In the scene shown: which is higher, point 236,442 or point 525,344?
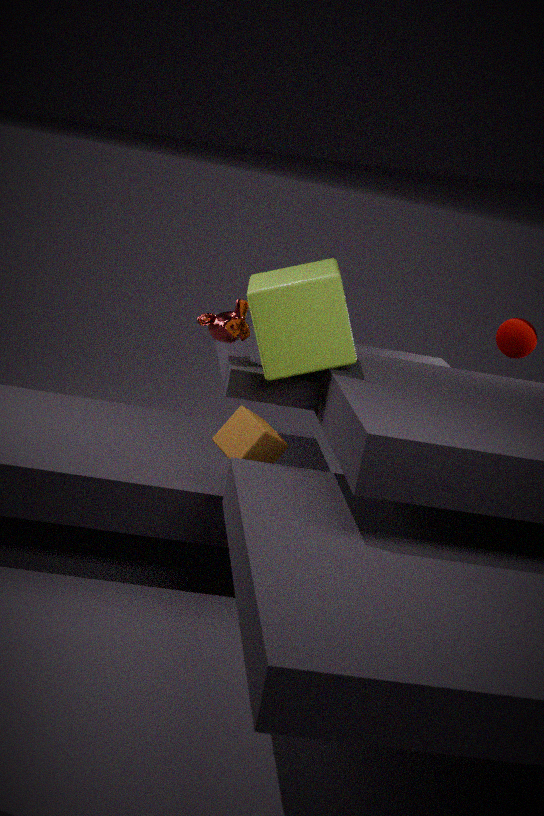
point 525,344
